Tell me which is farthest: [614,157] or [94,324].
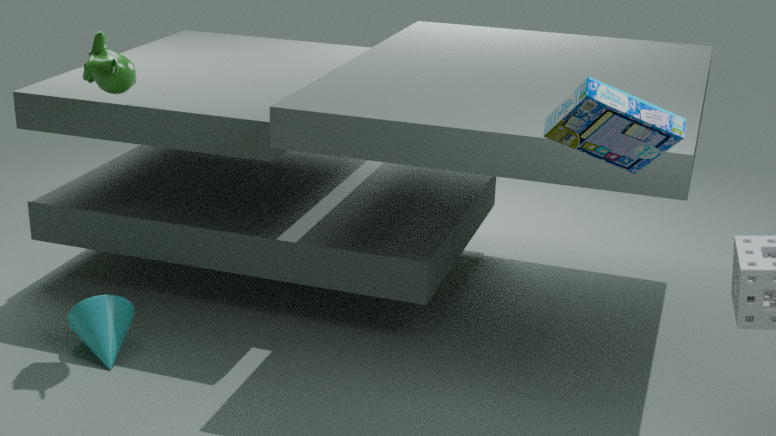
[94,324]
